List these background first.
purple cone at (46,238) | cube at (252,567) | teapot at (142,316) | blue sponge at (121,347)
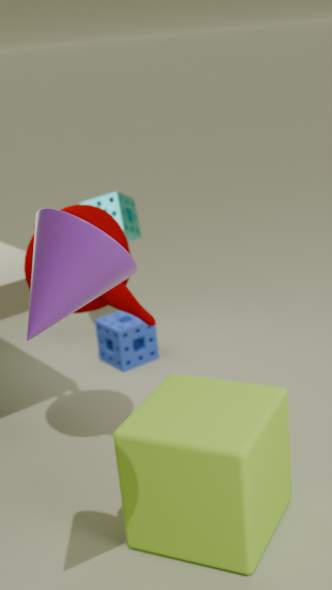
blue sponge at (121,347), teapot at (142,316), cube at (252,567), purple cone at (46,238)
